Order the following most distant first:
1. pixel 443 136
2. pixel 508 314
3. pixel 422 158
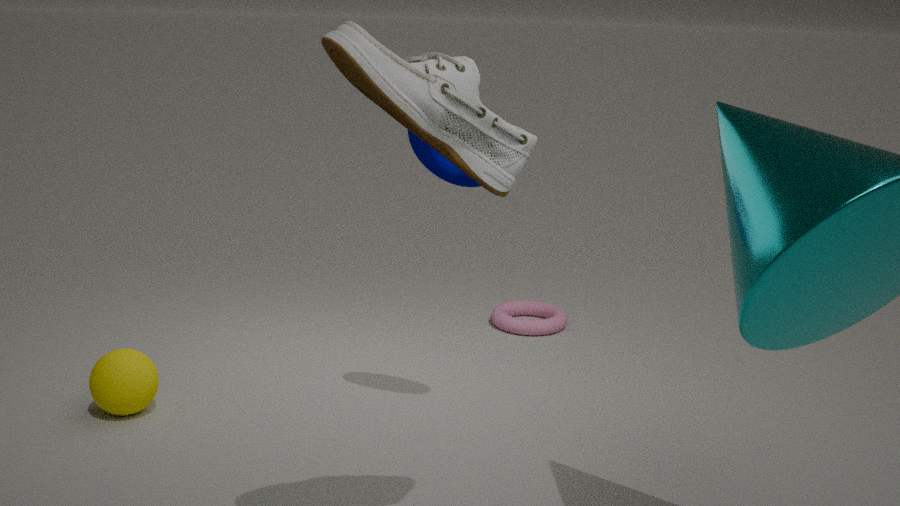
pixel 508 314 → pixel 422 158 → pixel 443 136
